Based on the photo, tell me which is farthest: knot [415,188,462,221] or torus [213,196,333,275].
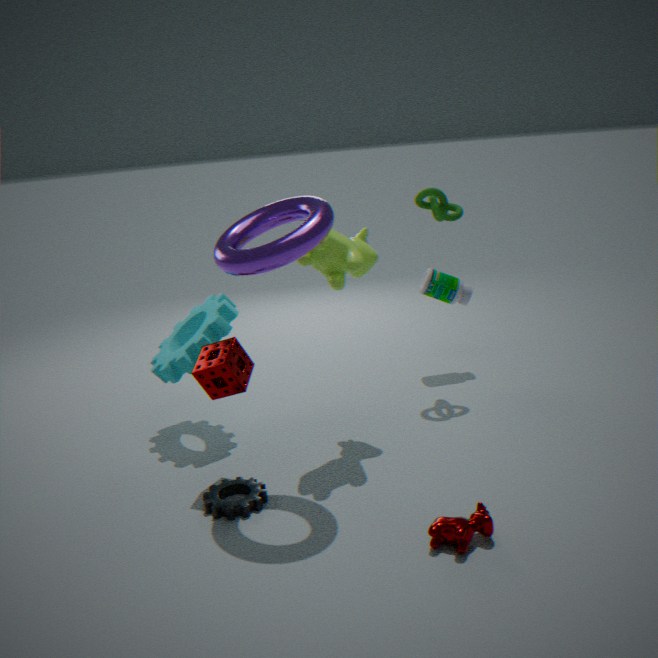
knot [415,188,462,221]
